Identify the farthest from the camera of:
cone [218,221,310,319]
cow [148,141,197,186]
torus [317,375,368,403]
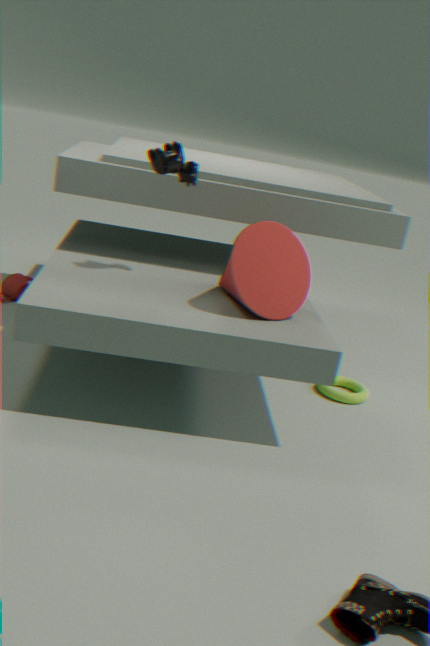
torus [317,375,368,403]
